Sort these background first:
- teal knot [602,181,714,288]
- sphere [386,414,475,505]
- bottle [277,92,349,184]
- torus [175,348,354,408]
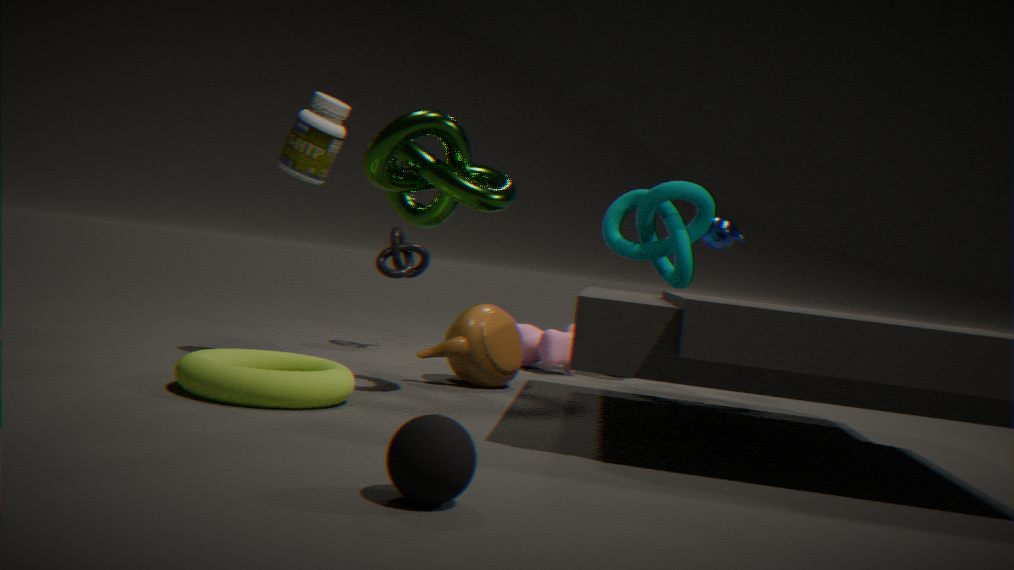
teal knot [602,181,714,288] → bottle [277,92,349,184] → torus [175,348,354,408] → sphere [386,414,475,505]
